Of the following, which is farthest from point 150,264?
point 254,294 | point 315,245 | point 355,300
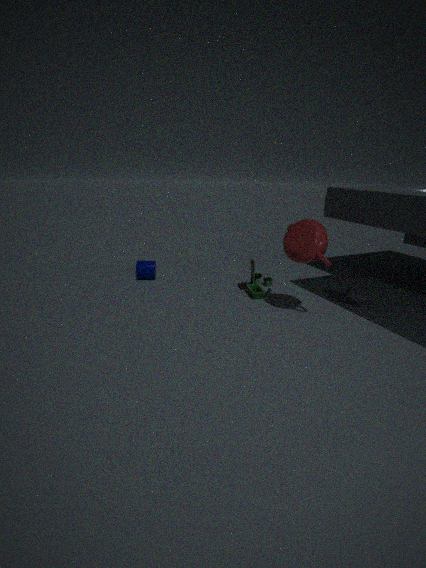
point 355,300
